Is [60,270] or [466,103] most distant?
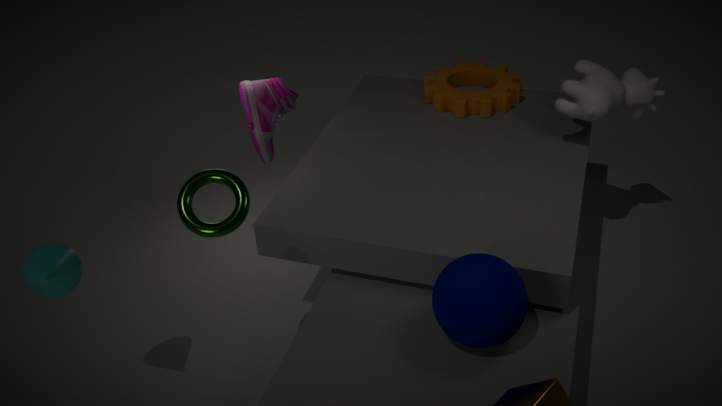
[466,103]
